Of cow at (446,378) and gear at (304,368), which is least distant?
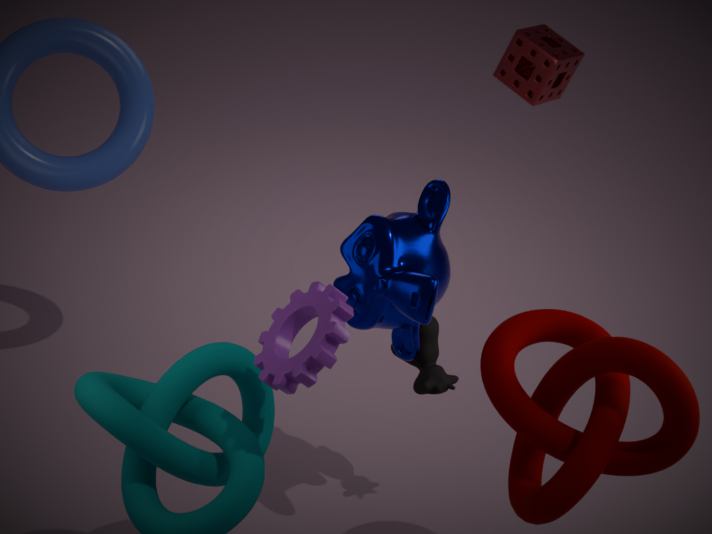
gear at (304,368)
